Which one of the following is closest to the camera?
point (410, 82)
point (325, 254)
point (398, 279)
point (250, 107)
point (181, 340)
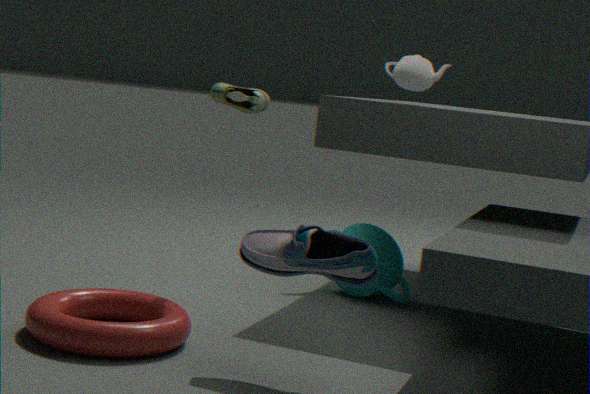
point (325, 254)
